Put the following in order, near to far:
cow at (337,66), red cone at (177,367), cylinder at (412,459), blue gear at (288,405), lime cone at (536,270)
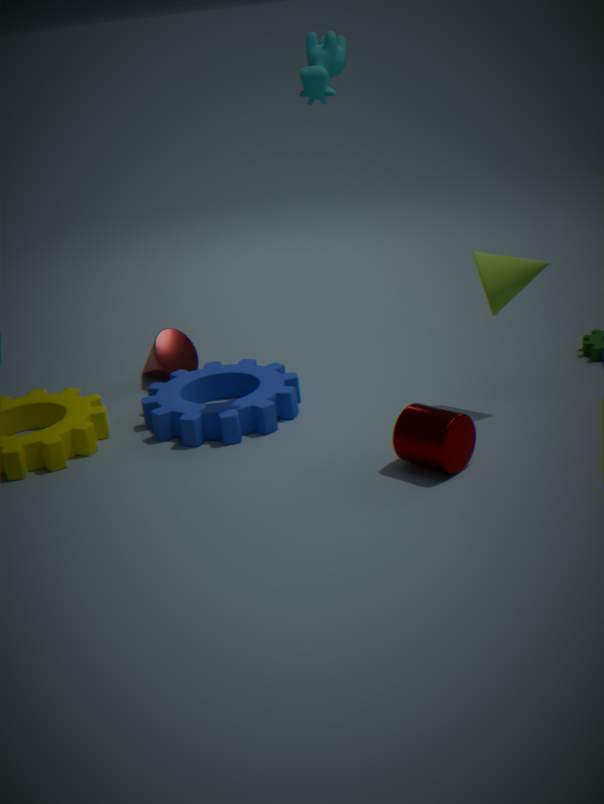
cylinder at (412,459) < cow at (337,66) < lime cone at (536,270) < blue gear at (288,405) < red cone at (177,367)
